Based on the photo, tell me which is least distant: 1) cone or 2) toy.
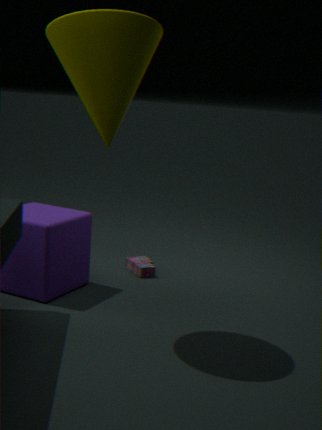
1. cone
